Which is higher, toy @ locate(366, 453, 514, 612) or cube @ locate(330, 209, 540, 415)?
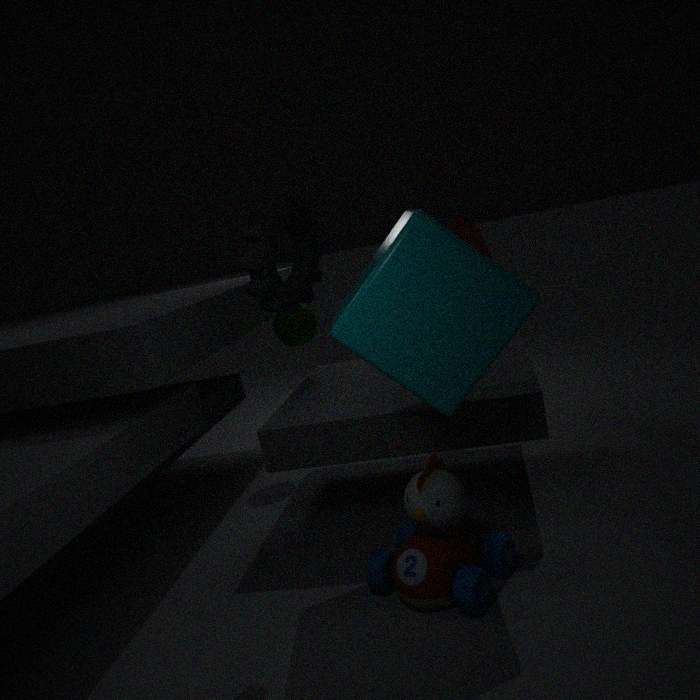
cube @ locate(330, 209, 540, 415)
